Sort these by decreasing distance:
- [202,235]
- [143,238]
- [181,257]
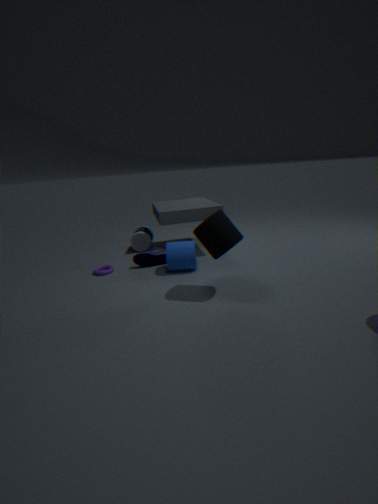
[143,238] → [181,257] → [202,235]
